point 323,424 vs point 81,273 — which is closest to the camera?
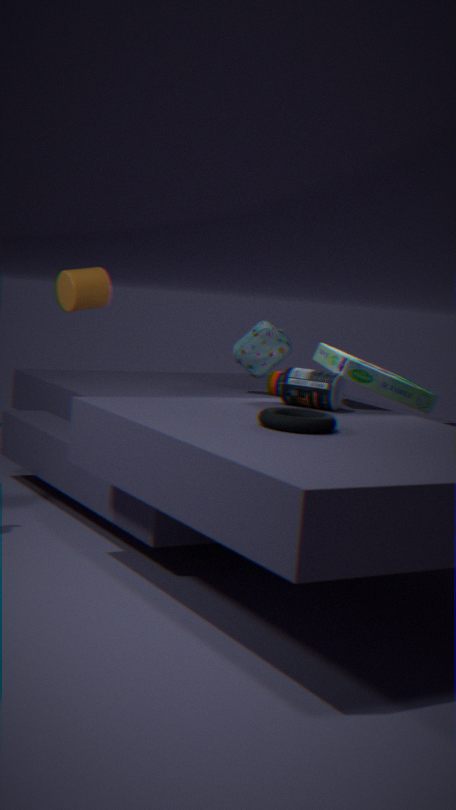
point 323,424
